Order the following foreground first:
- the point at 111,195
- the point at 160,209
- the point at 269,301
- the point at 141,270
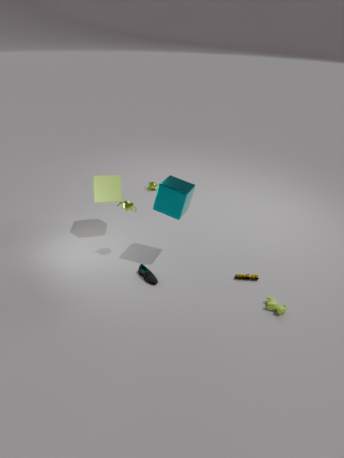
the point at 269,301 < the point at 160,209 < the point at 141,270 < the point at 111,195
